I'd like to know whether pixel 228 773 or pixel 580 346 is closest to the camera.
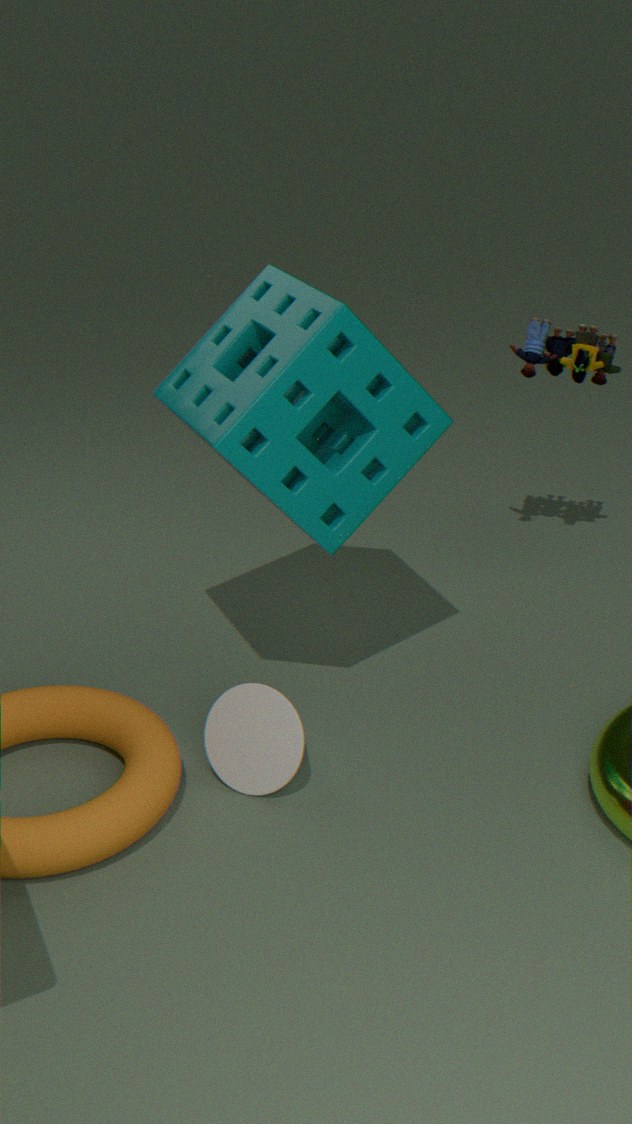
pixel 228 773
